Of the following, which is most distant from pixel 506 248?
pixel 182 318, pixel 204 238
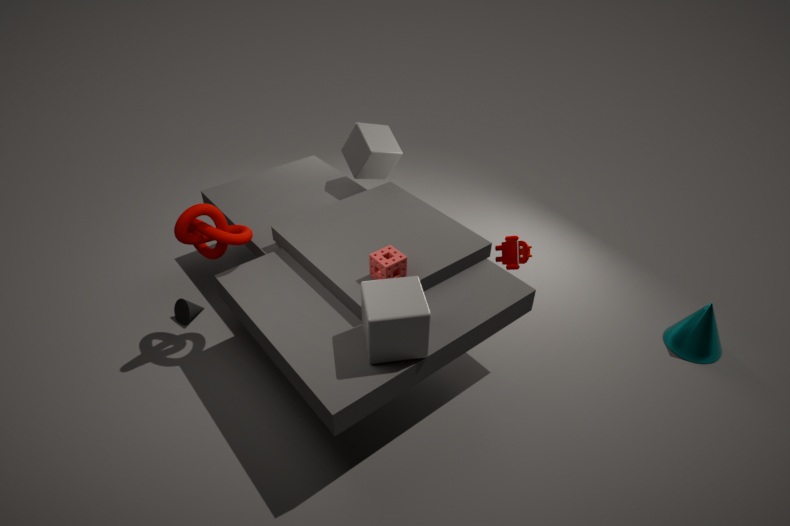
pixel 182 318
